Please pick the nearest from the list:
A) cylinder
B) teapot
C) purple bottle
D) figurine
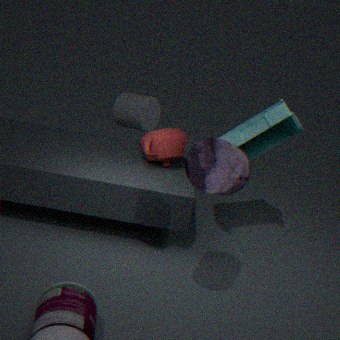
purple bottle
